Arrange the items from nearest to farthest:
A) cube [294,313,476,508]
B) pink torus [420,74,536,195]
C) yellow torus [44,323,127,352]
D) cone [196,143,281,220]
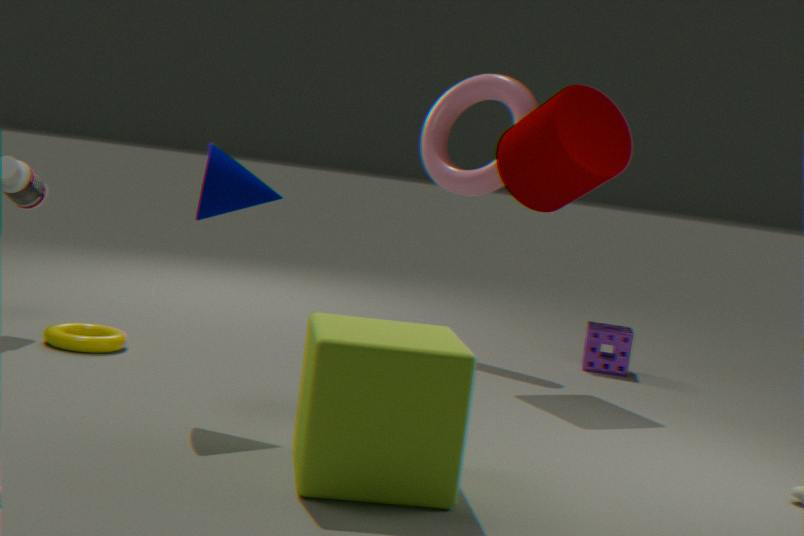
cube [294,313,476,508] < cone [196,143,281,220] < yellow torus [44,323,127,352] < pink torus [420,74,536,195]
